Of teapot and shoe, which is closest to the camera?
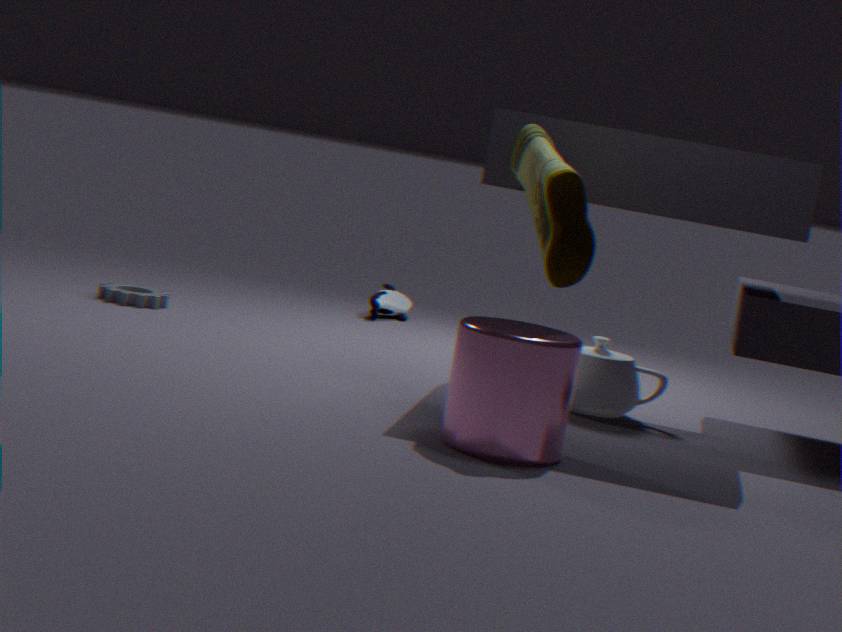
shoe
